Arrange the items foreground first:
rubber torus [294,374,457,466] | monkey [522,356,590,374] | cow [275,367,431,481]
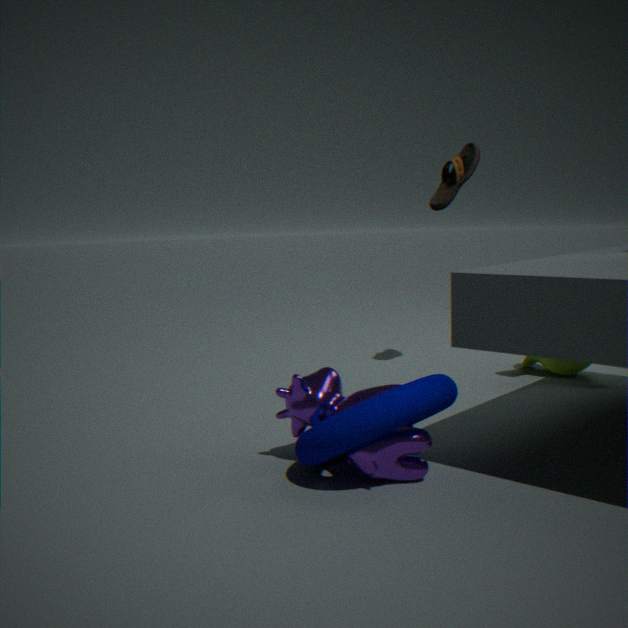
rubber torus [294,374,457,466] → cow [275,367,431,481] → monkey [522,356,590,374]
